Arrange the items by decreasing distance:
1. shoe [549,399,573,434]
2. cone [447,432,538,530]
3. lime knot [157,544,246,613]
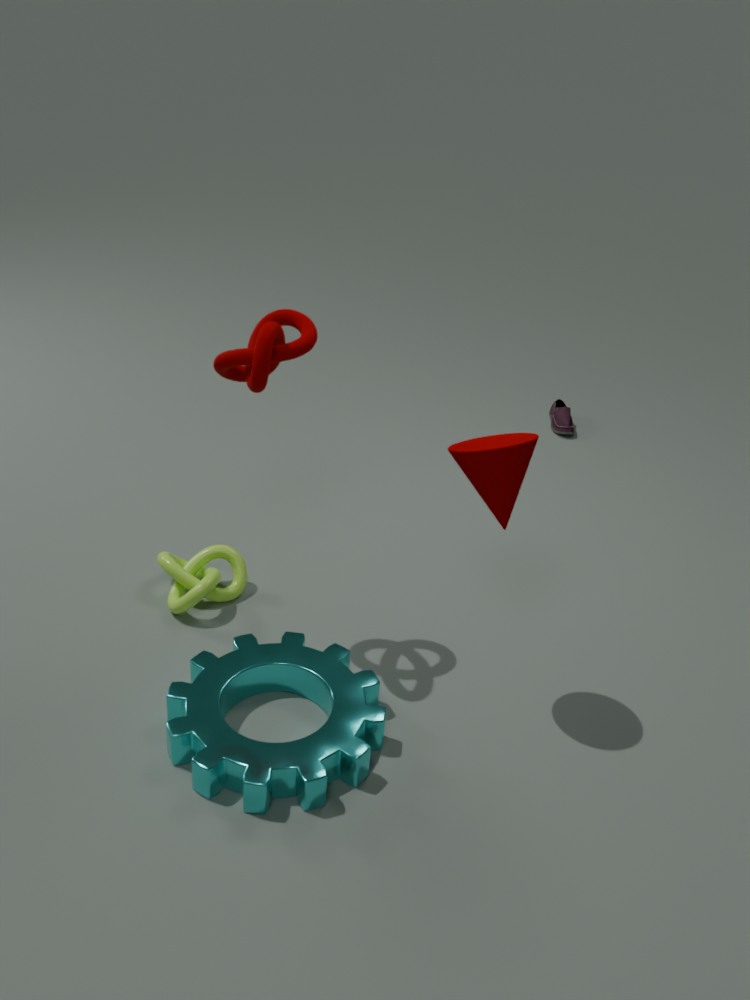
shoe [549,399,573,434]
lime knot [157,544,246,613]
cone [447,432,538,530]
